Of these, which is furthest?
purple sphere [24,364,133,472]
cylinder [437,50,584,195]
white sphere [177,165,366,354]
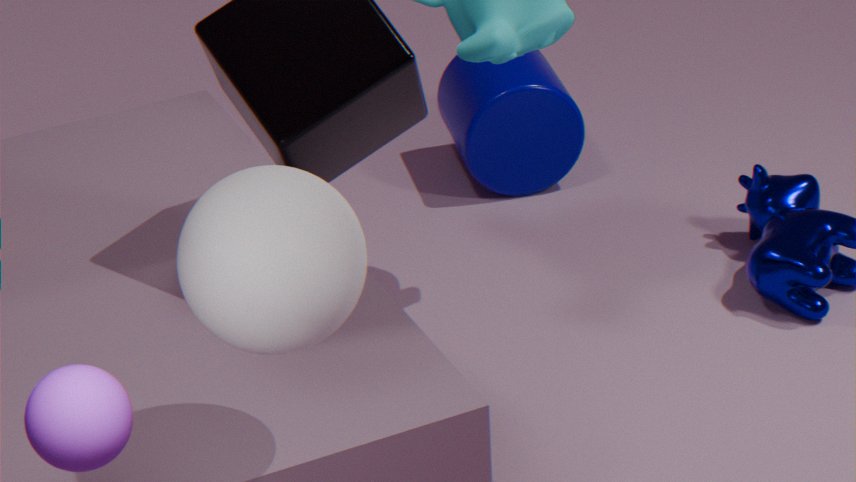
cylinder [437,50,584,195]
